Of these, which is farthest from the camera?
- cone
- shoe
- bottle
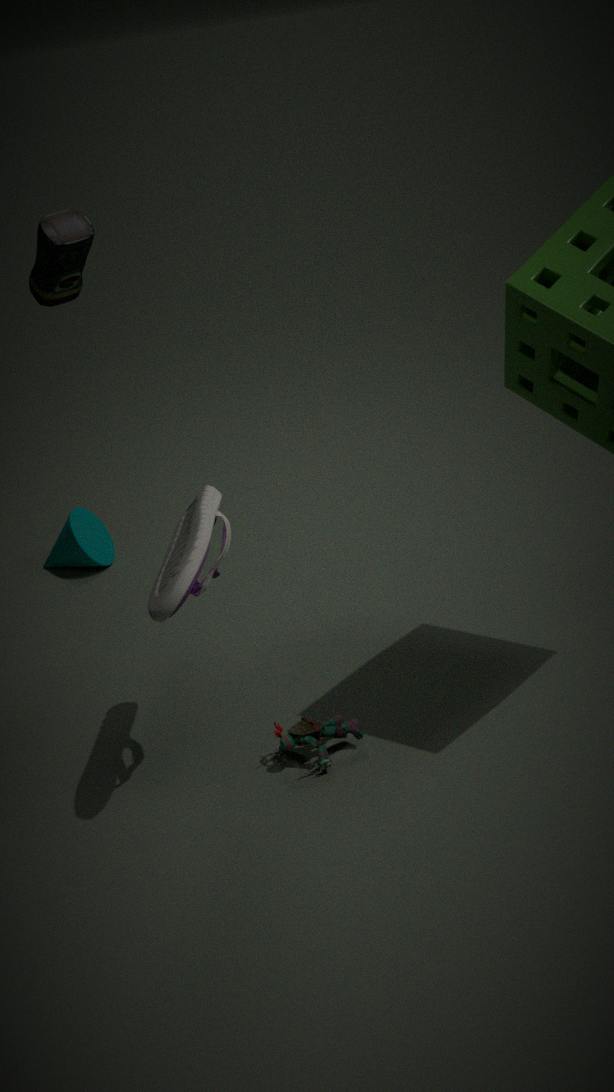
cone
